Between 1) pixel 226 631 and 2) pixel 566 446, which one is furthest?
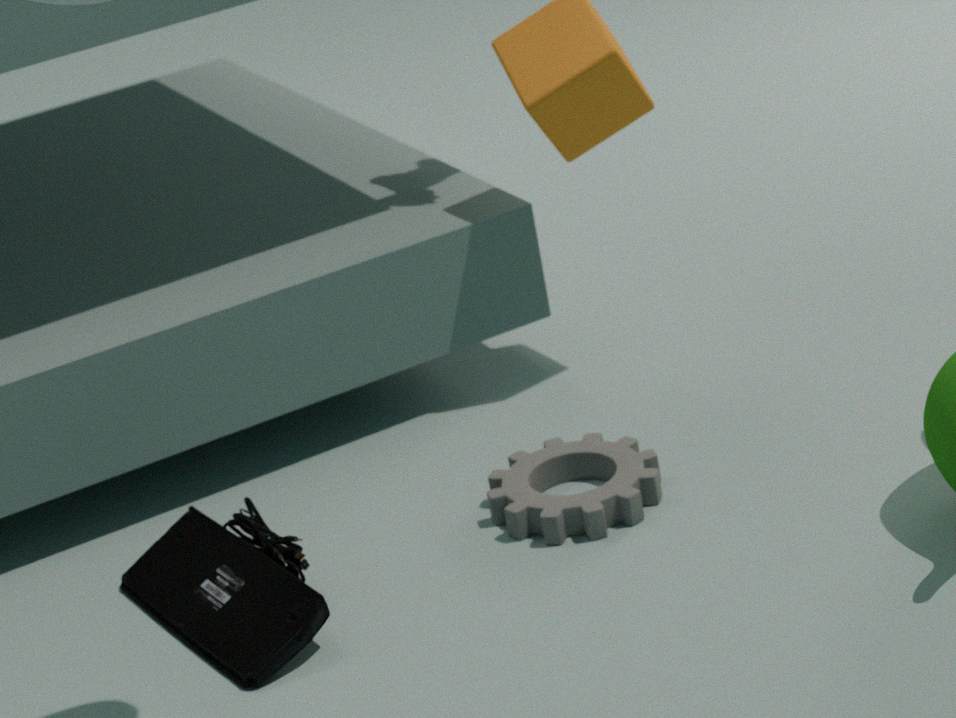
2. pixel 566 446
